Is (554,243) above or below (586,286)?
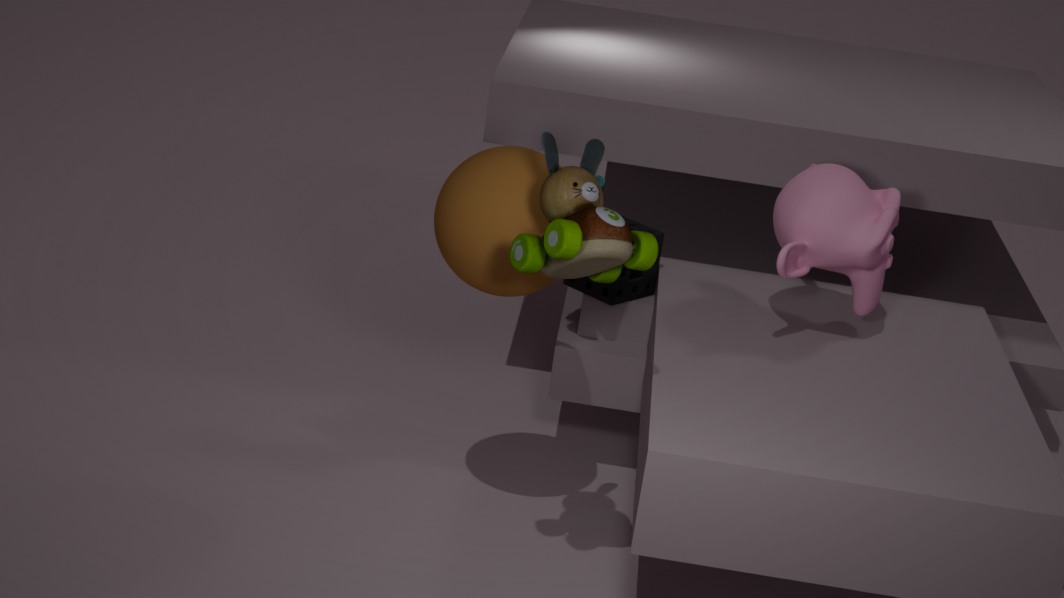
above
